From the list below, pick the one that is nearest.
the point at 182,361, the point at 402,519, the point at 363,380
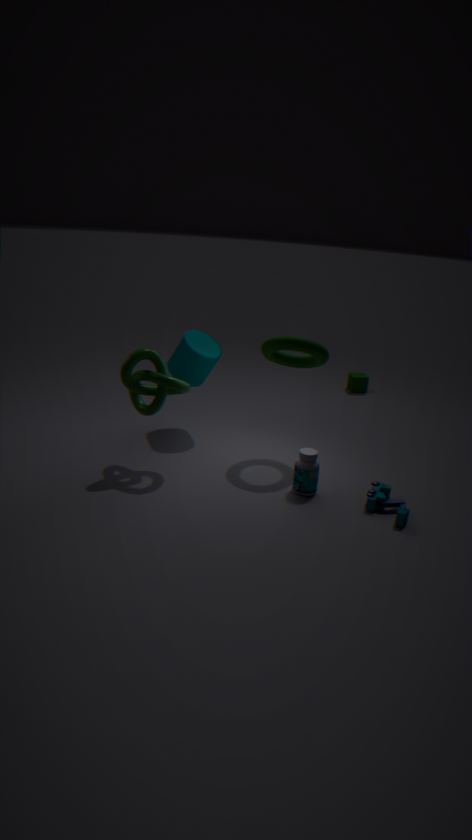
the point at 402,519
